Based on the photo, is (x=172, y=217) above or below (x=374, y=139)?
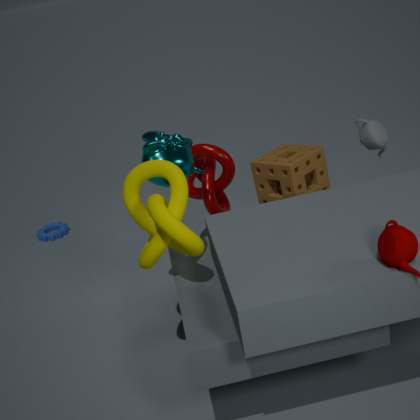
below
